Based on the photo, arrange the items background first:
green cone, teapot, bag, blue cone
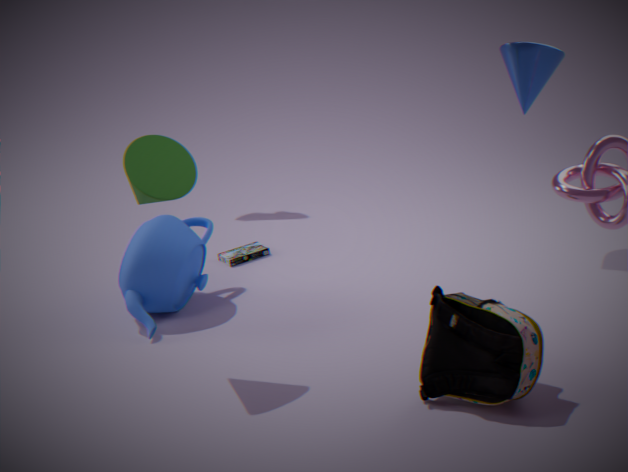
blue cone → teapot → green cone → bag
